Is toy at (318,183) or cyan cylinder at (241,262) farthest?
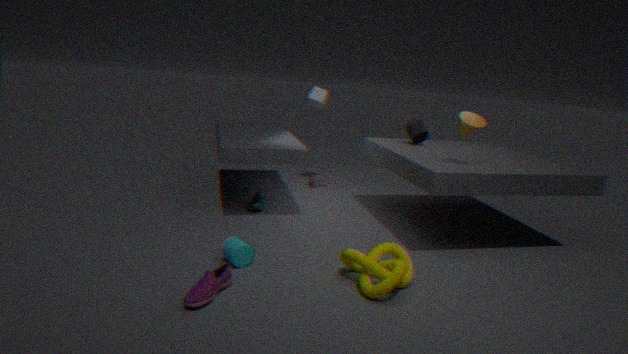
toy at (318,183)
